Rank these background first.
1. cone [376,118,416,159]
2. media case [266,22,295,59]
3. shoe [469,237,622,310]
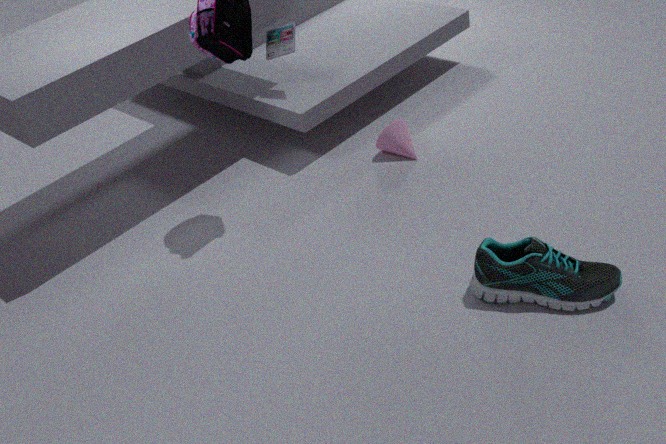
media case [266,22,295,59] → cone [376,118,416,159] → shoe [469,237,622,310]
